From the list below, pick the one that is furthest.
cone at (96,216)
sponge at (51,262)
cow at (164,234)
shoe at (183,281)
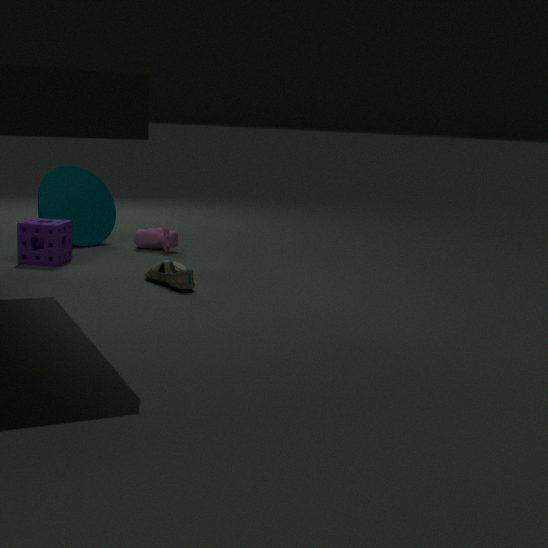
cone at (96,216)
